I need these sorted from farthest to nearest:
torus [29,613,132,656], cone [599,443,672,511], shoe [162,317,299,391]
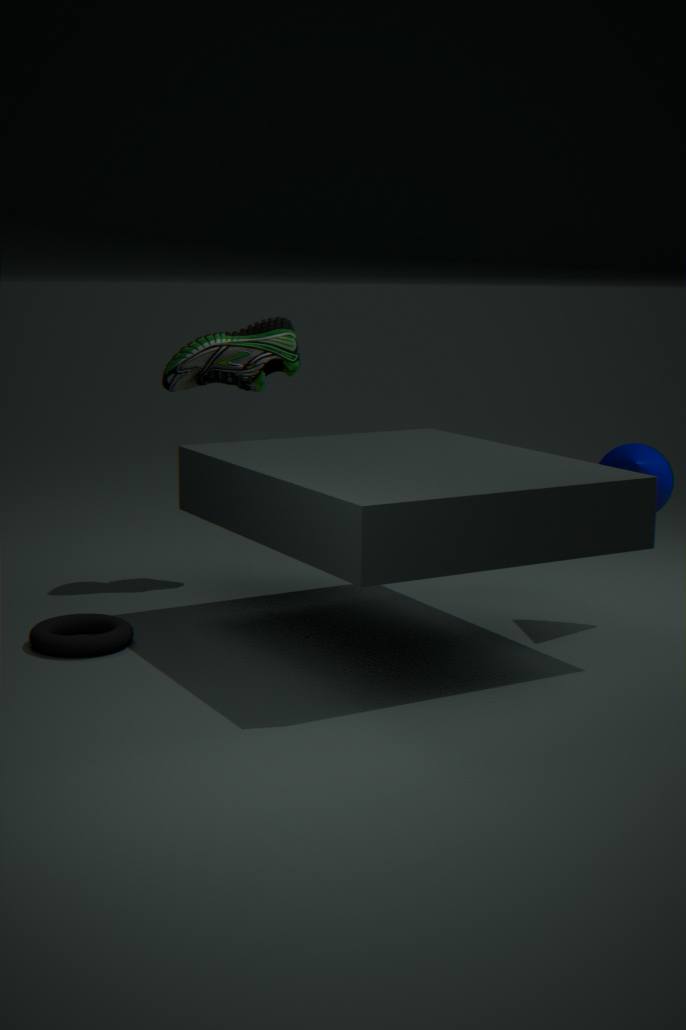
shoe [162,317,299,391], cone [599,443,672,511], torus [29,613,132,656]
